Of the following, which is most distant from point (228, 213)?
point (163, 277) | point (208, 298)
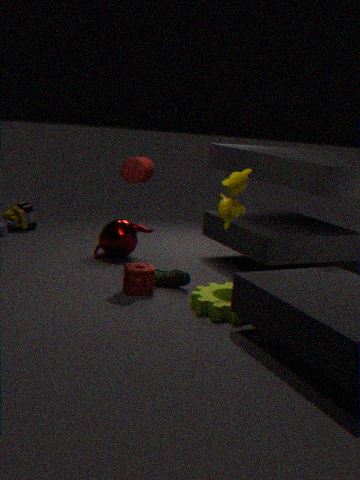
point (163, 277)
